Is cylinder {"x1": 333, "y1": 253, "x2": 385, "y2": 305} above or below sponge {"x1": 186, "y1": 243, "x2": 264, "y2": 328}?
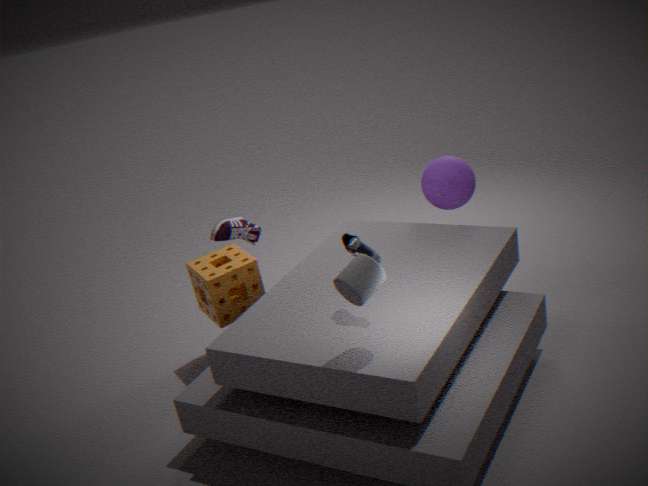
above
